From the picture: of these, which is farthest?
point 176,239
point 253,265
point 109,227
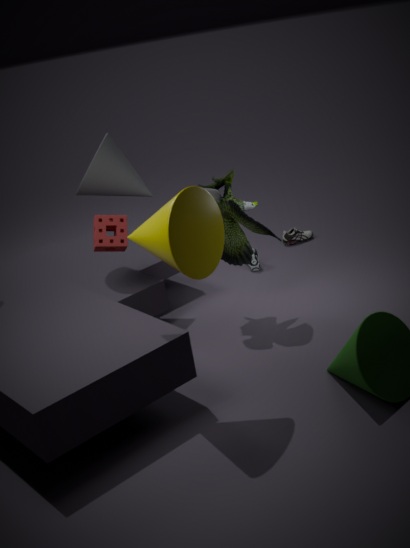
point 253,265
